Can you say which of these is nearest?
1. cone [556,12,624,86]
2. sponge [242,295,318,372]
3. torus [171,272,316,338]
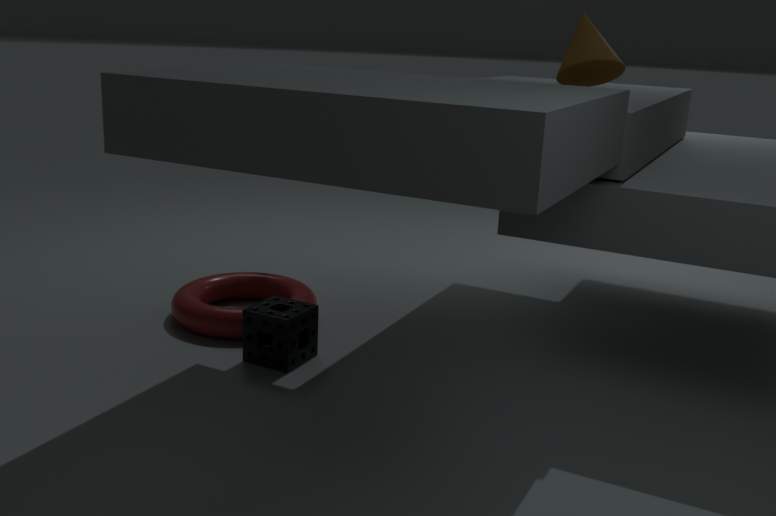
cone [556,12,624,86]
